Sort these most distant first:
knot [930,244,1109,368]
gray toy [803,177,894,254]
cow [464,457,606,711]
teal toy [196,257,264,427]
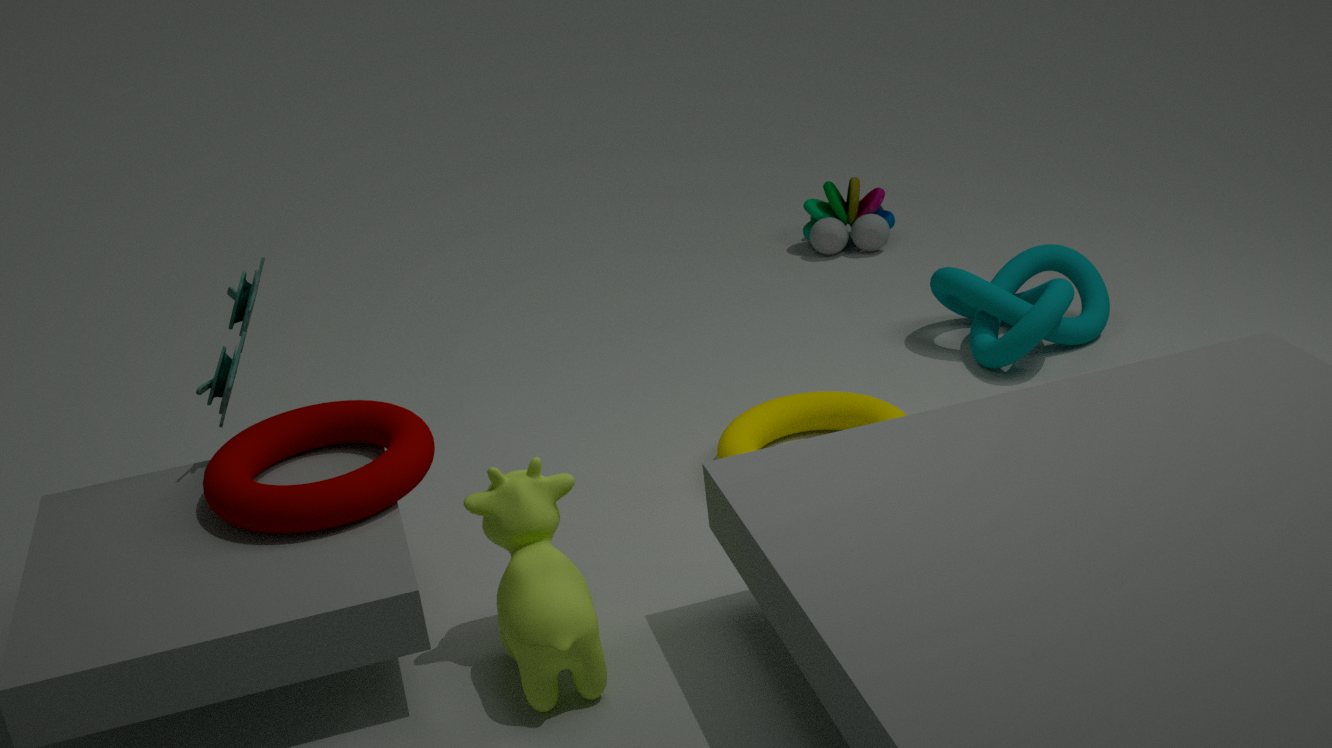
gray toy [803,177,894,254]
knot [930,244,1109,368]
teal toy [196,257,264,427]
cow [464,457,606,711]
